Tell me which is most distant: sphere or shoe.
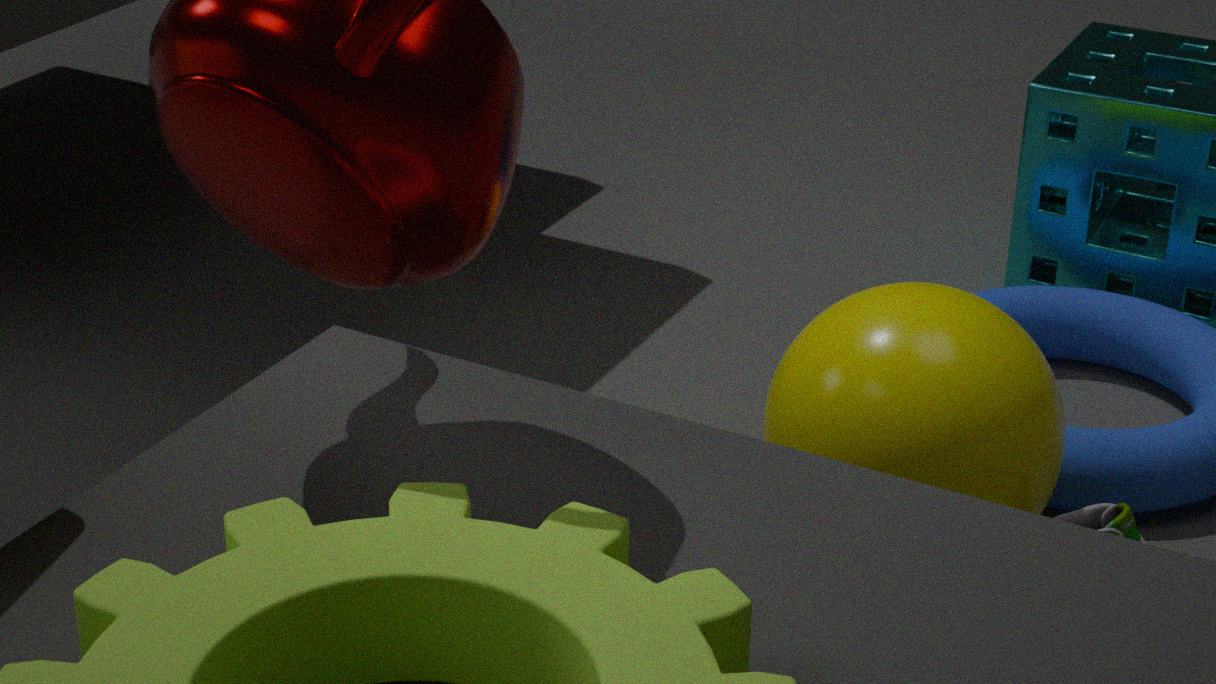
shoe
